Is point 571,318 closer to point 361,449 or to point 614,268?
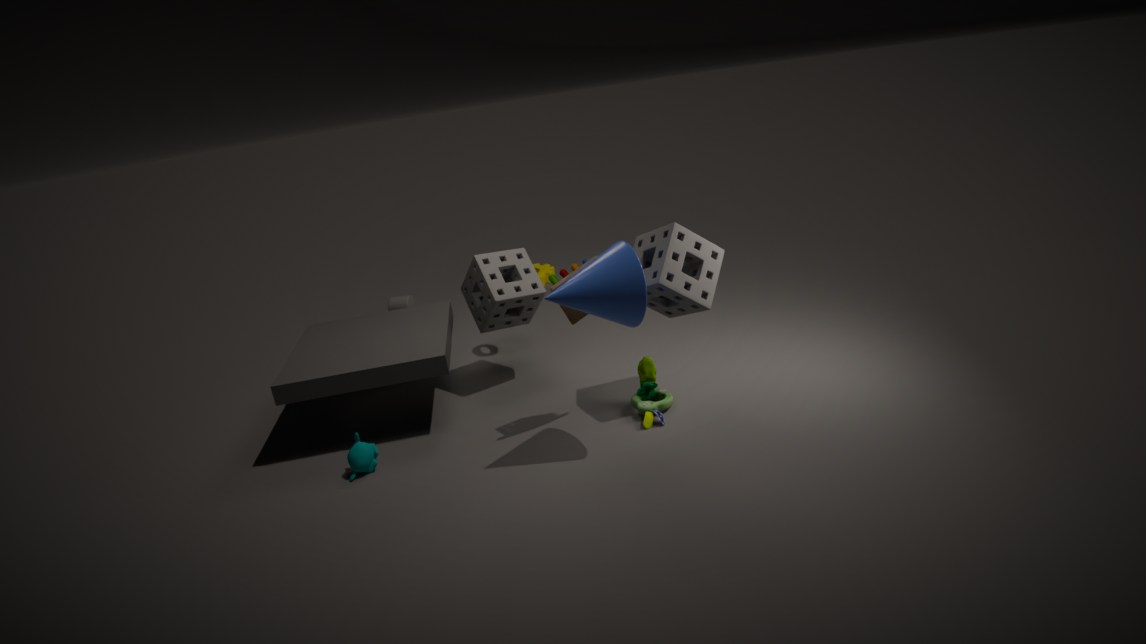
point 614,268
